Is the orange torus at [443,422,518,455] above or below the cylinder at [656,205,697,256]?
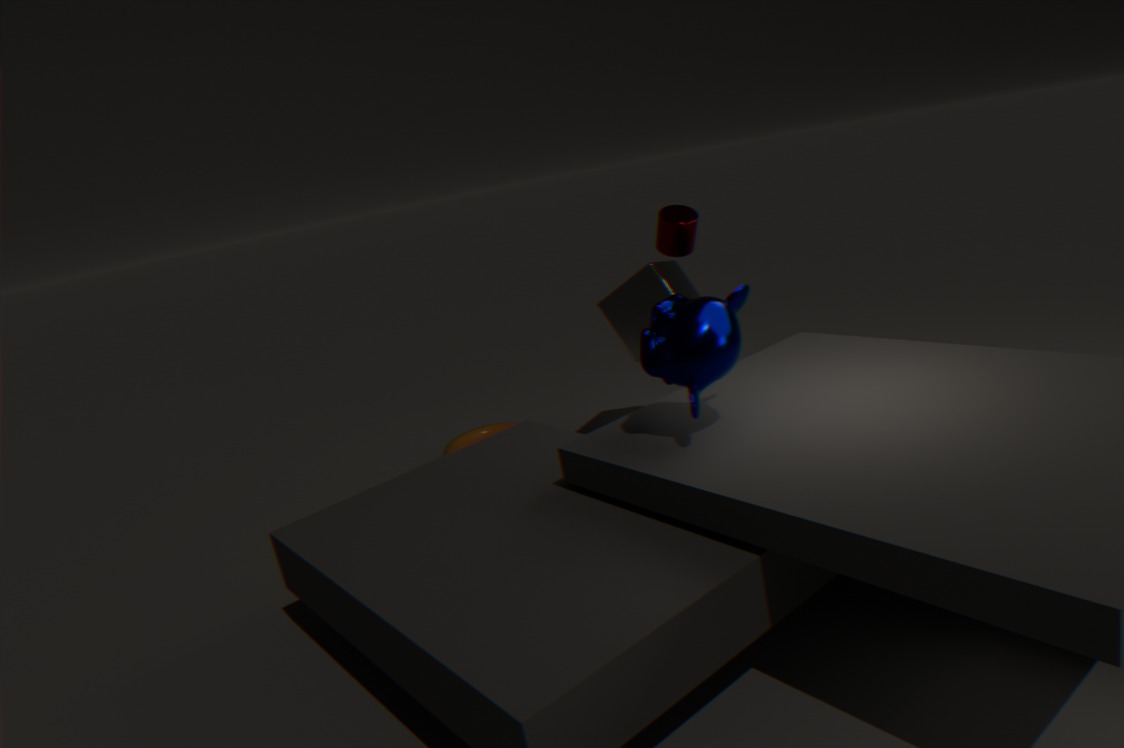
below
